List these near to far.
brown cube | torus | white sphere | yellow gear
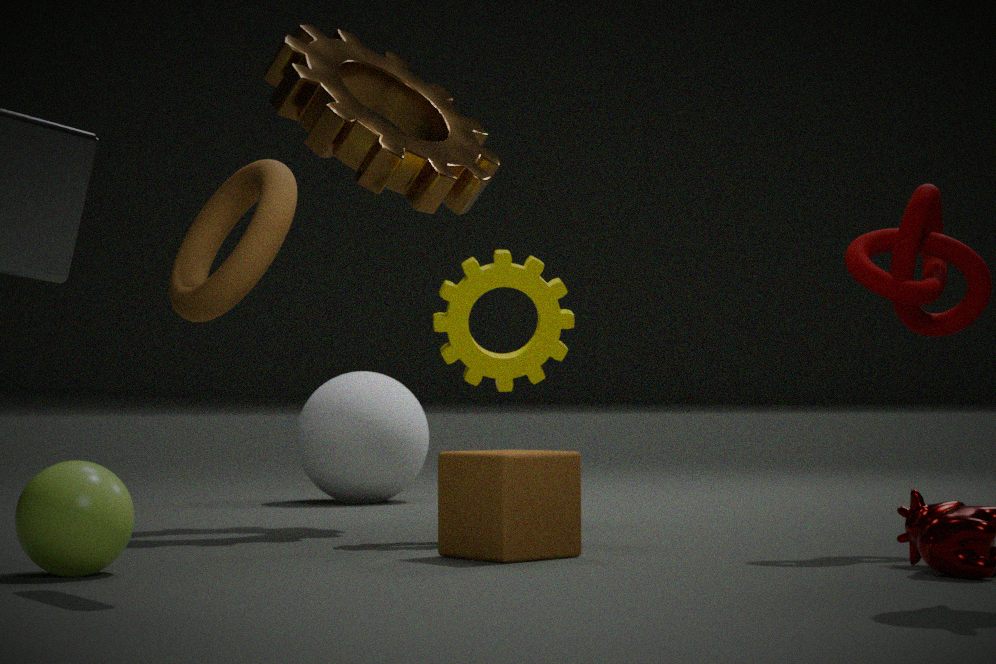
1. torus
2. brown cube
3. yellow gear
4. white sphere
